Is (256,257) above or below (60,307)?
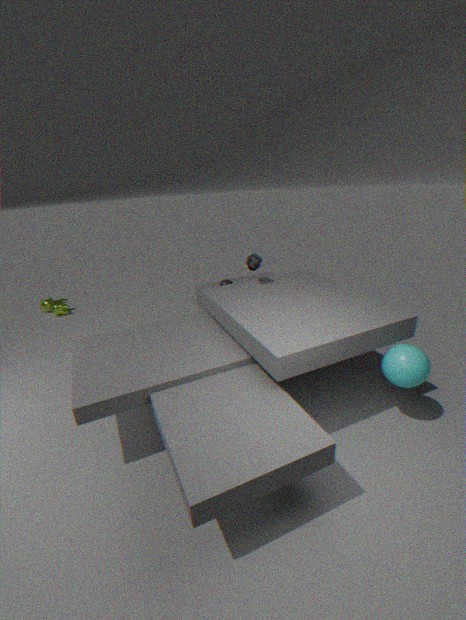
above
